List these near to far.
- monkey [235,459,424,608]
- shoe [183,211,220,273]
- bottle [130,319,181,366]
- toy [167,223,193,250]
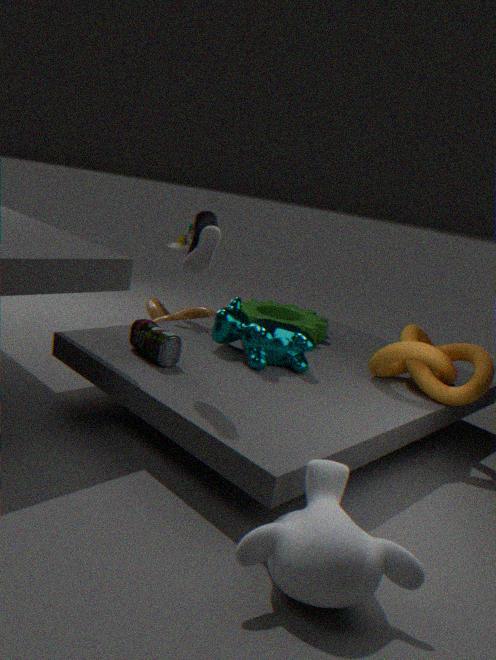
1. monkey [235,459,424,608]
2. shoe [183,211,220,273]
3. bottle [130,319,181,366]
4. toy [167,223,193,250]
